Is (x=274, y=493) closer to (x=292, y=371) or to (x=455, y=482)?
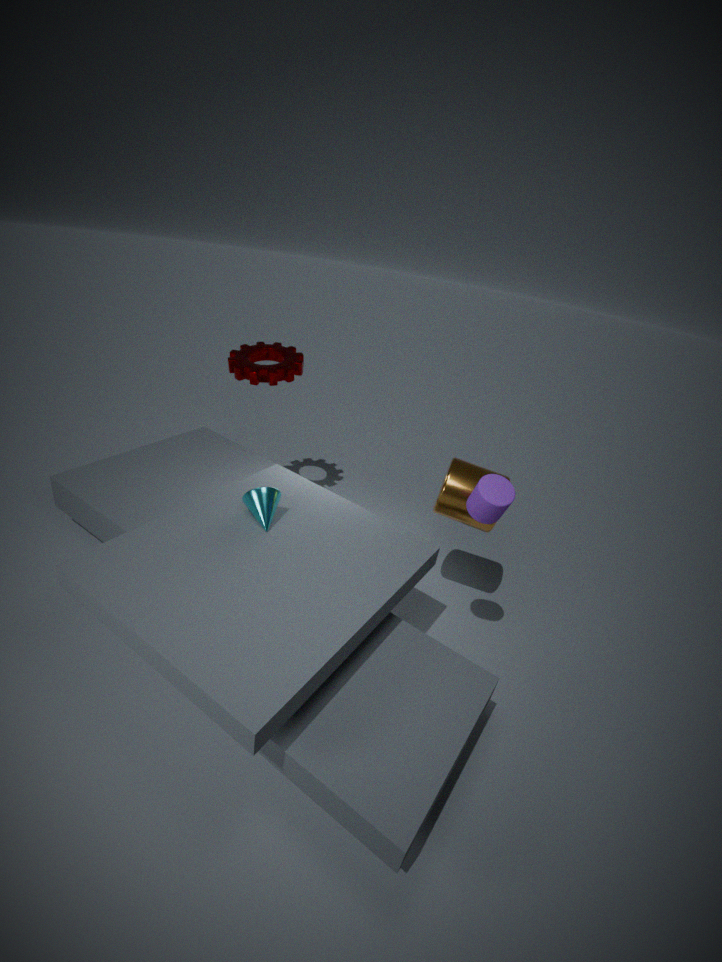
(x=455, y=482)
